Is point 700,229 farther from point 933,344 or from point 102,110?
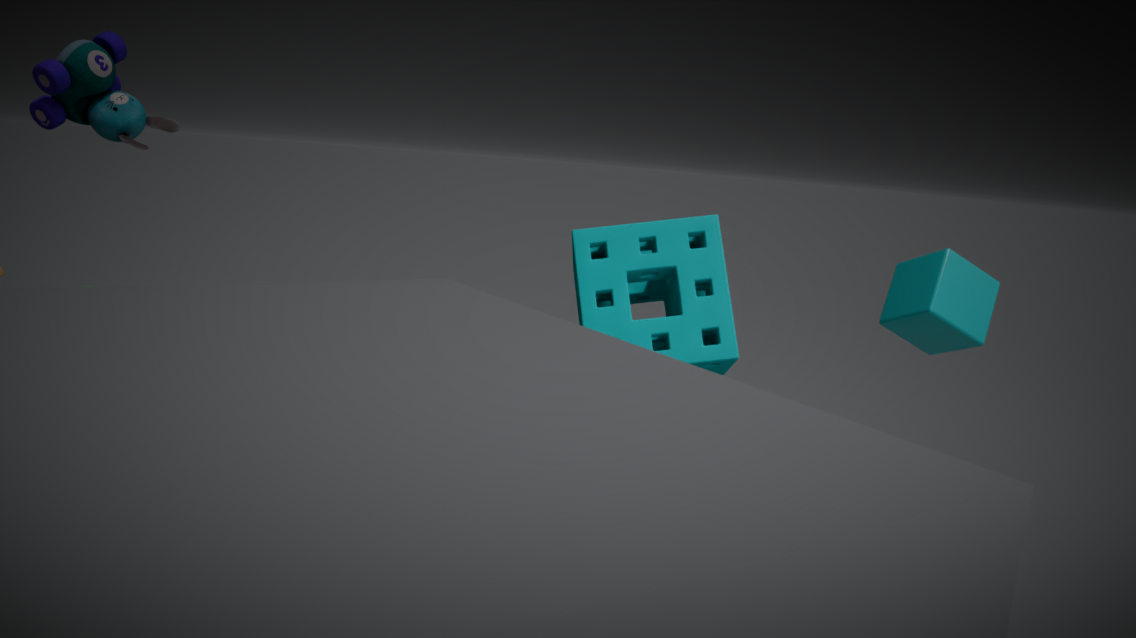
point 102,110
